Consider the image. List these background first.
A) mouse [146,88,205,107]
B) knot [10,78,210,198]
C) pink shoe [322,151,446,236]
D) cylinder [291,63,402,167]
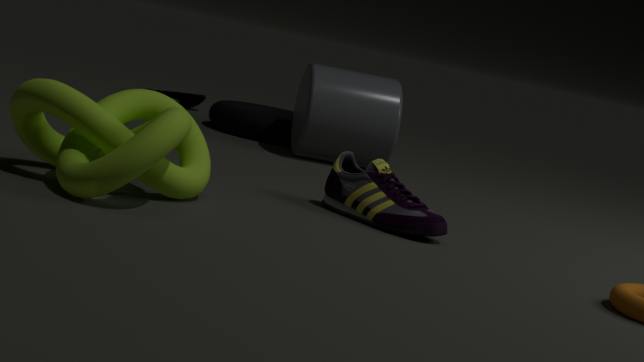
mouse [146,88,205,107], cylinder [291,63,402,167], pink shoe [322,151,446,236], knot [10,78,210,198]
